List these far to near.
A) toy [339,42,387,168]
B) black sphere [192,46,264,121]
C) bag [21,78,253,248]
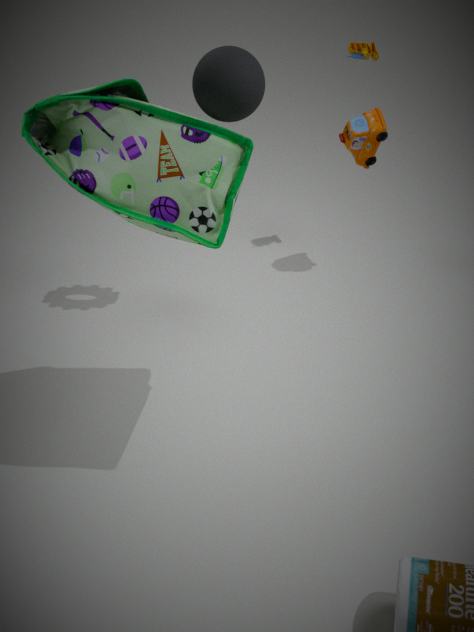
1. toy [339,42,387,168]
2. black sphere [192,46,264,121]
3. bag [21,78,253,248]
